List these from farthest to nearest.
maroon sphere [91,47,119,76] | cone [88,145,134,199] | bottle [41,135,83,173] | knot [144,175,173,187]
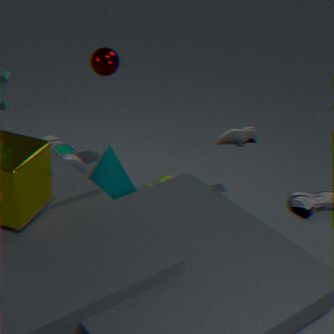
bottle [41,135,83,173] → knot [144,175,173,187] → cone [88,145,134,199] → maroon sphere [91,47,119,76]
